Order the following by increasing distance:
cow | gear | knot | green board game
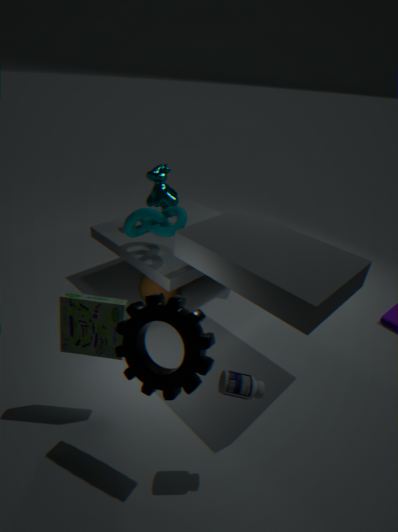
gear, green board game, knot, cow
